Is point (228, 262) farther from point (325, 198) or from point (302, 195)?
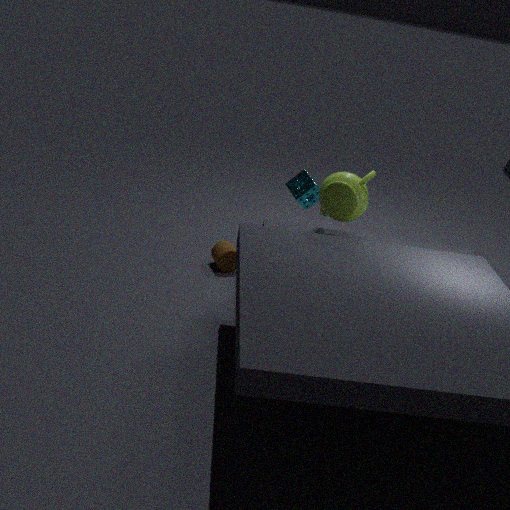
point (325, 198)
